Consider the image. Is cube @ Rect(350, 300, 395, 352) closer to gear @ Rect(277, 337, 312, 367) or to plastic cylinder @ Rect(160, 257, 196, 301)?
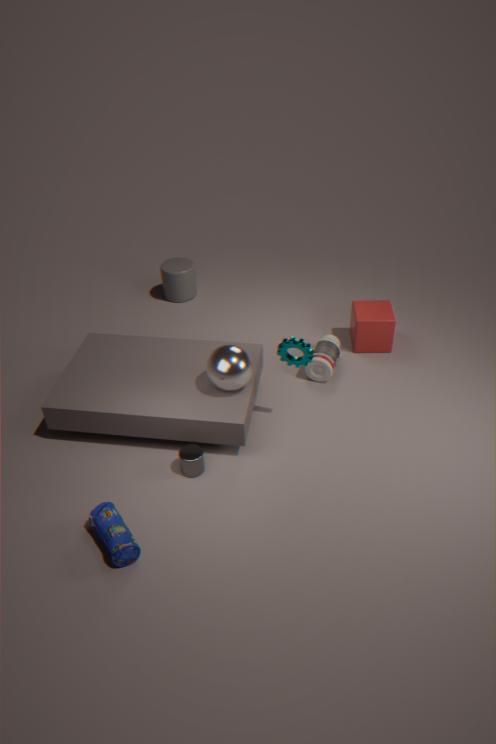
gear @ Rect(277, 337, 312, 367)
